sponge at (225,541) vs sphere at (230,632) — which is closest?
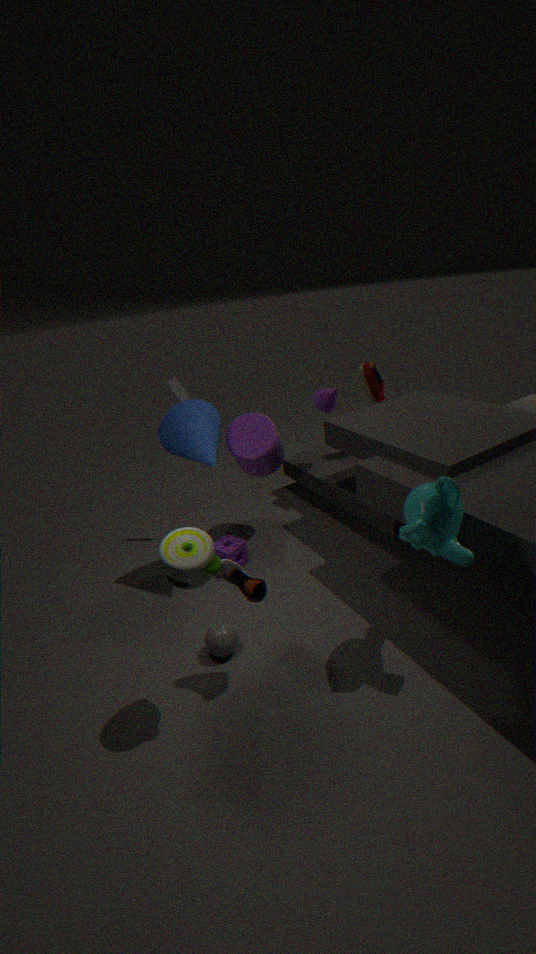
sphere at (230,632)
